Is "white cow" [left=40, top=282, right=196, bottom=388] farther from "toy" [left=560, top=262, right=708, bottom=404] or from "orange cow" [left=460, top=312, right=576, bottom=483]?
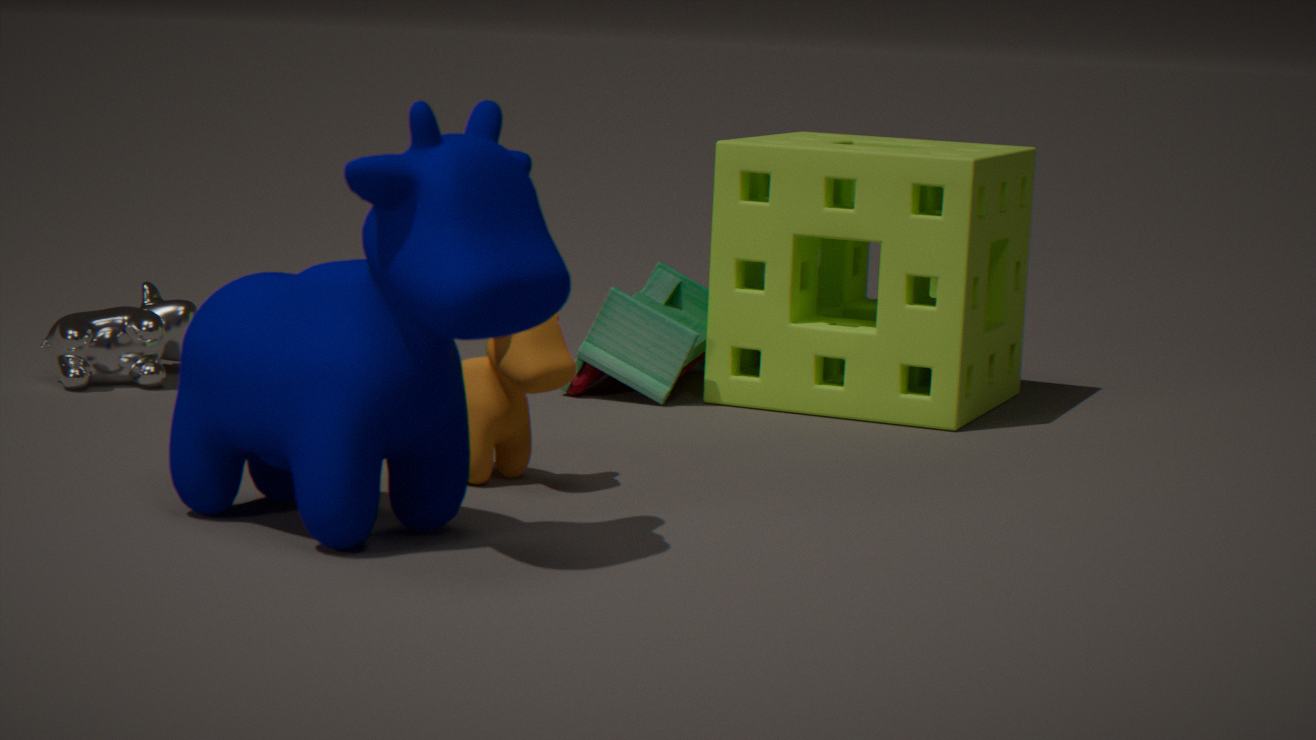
"orange cow" [left=460, top=312, right=576, bottom=483]
